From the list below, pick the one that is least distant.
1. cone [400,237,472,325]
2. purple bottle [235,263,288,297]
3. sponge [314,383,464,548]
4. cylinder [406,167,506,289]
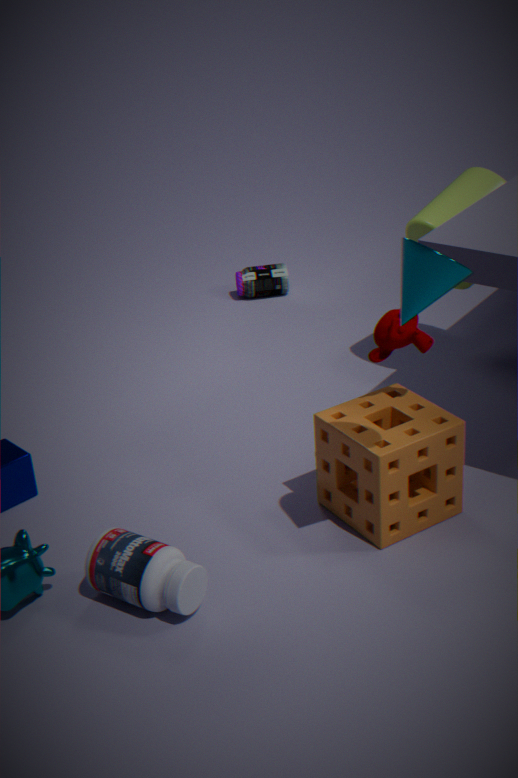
cone [400,237,472,325]
